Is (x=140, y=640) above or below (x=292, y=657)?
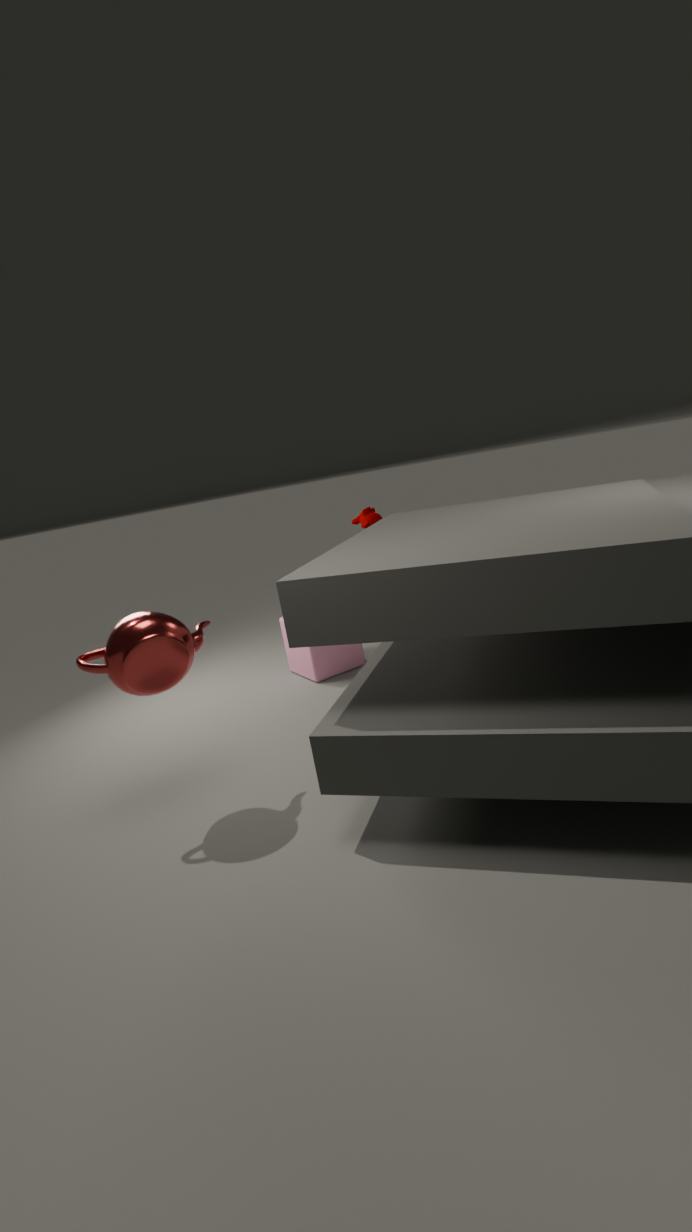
above
